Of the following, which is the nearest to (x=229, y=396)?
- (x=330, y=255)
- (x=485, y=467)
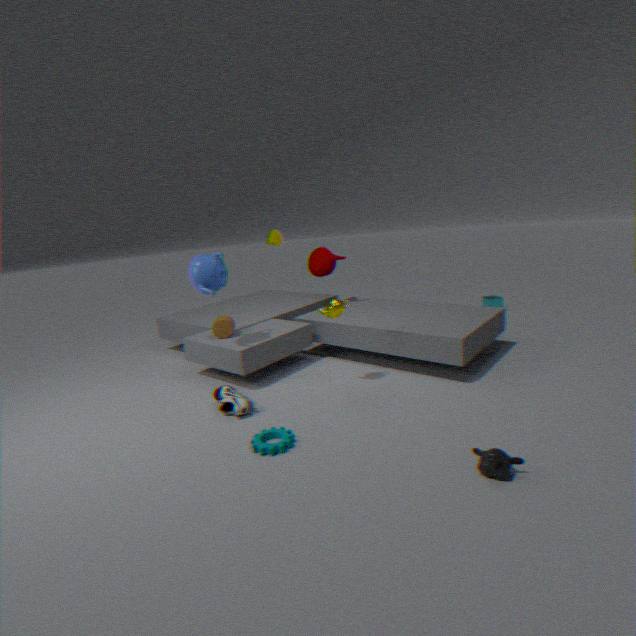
(x=485, y=467)
